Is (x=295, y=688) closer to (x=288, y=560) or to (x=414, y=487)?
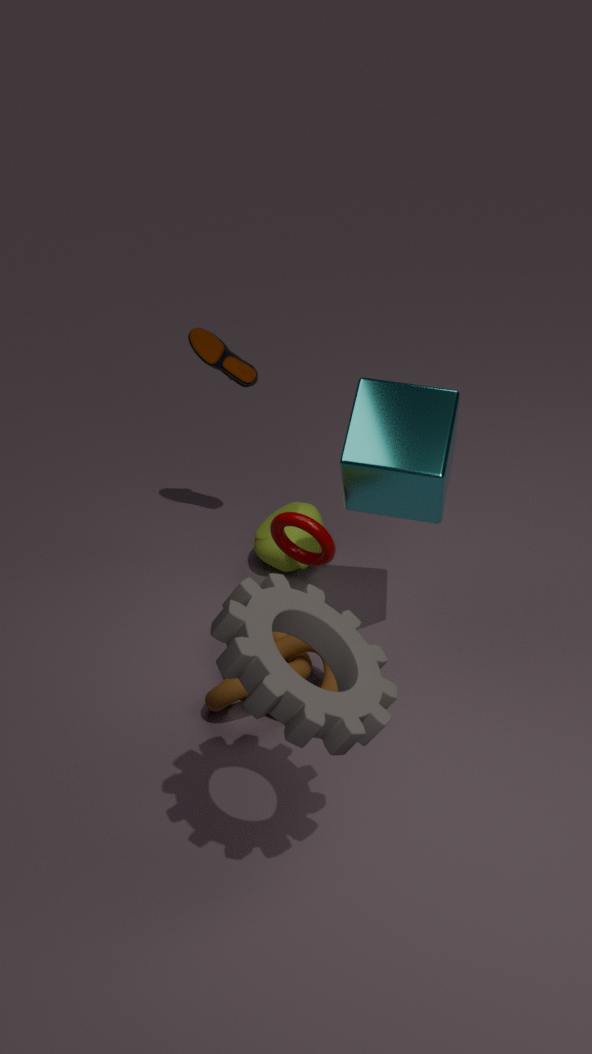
Result: (x=414, y=487)
